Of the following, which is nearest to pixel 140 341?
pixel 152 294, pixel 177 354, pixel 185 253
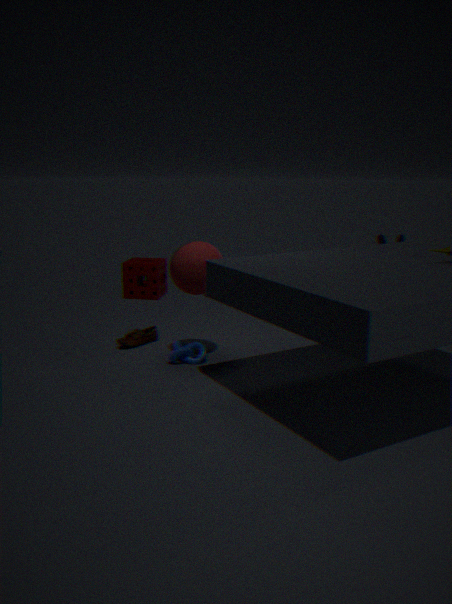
pixel 177 354
